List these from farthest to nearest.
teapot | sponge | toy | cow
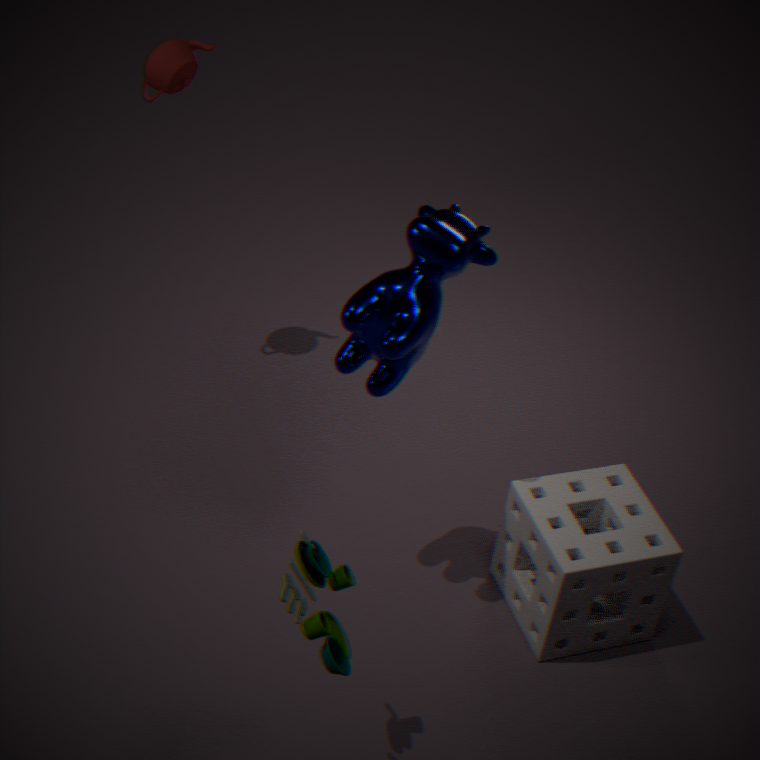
teapot
sponge
cow
toy
